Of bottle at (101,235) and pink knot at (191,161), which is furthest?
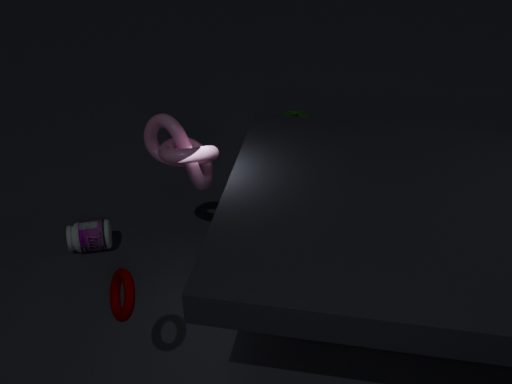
bottle at (101,235)
